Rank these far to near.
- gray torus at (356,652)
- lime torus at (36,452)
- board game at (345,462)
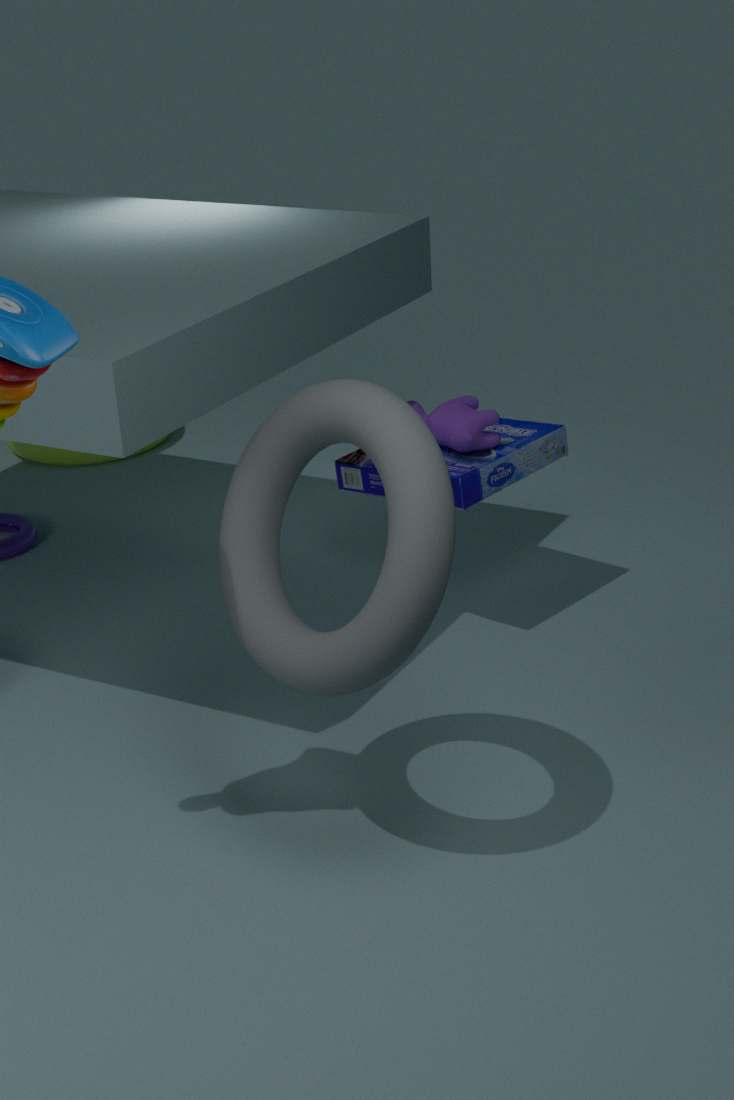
lime torus at (36,452) < board game at (345,462) < gray torus at (356,652)
